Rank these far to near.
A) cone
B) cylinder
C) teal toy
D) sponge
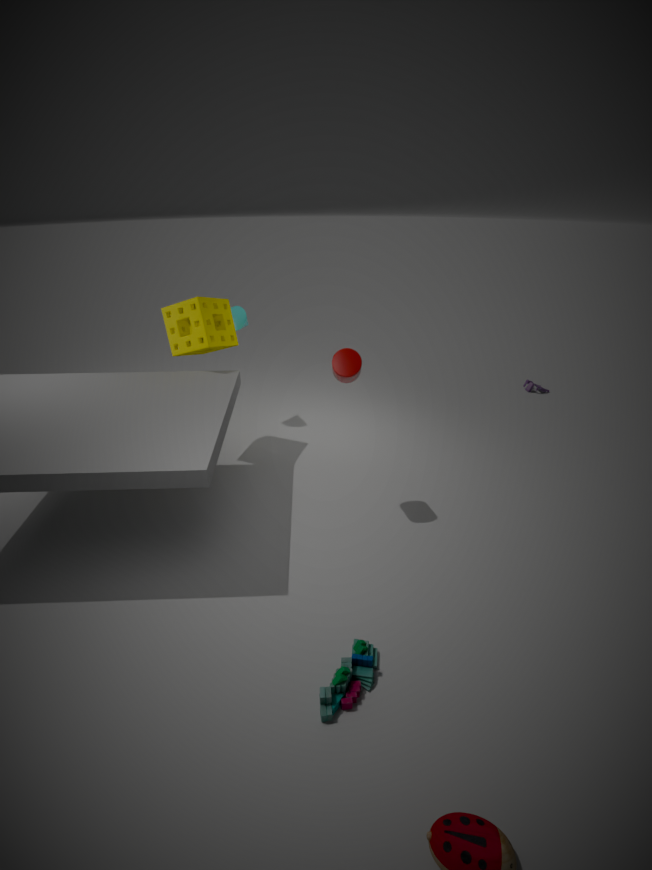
cone < sponge < cylinder < teal toy
